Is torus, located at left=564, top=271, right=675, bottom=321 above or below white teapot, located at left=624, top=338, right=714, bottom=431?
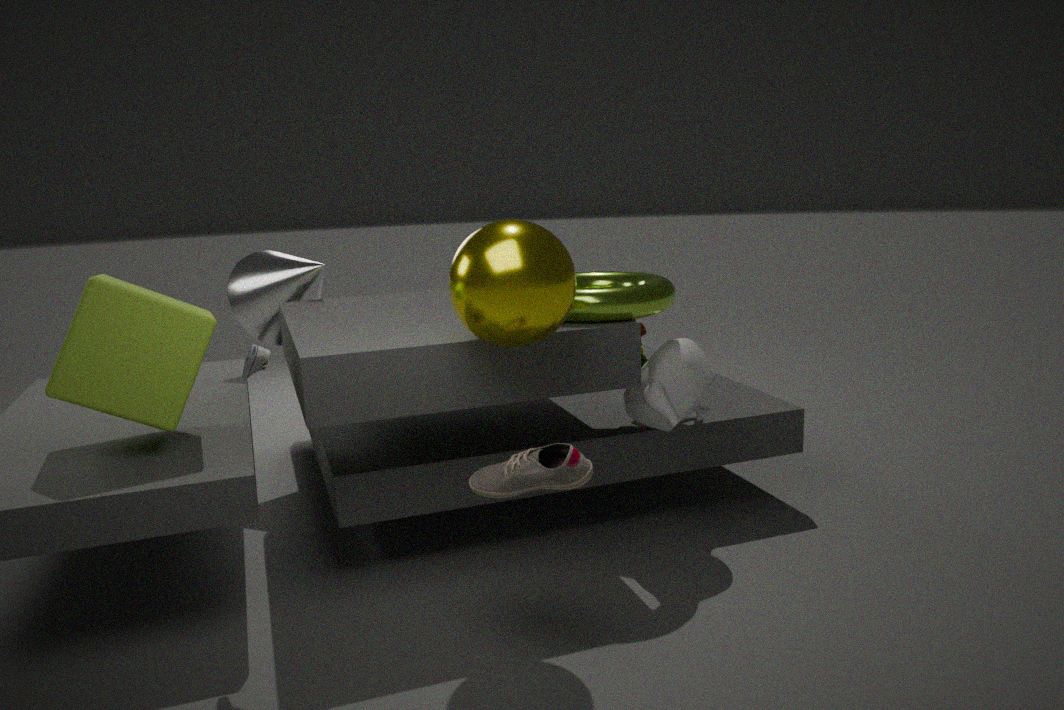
above
